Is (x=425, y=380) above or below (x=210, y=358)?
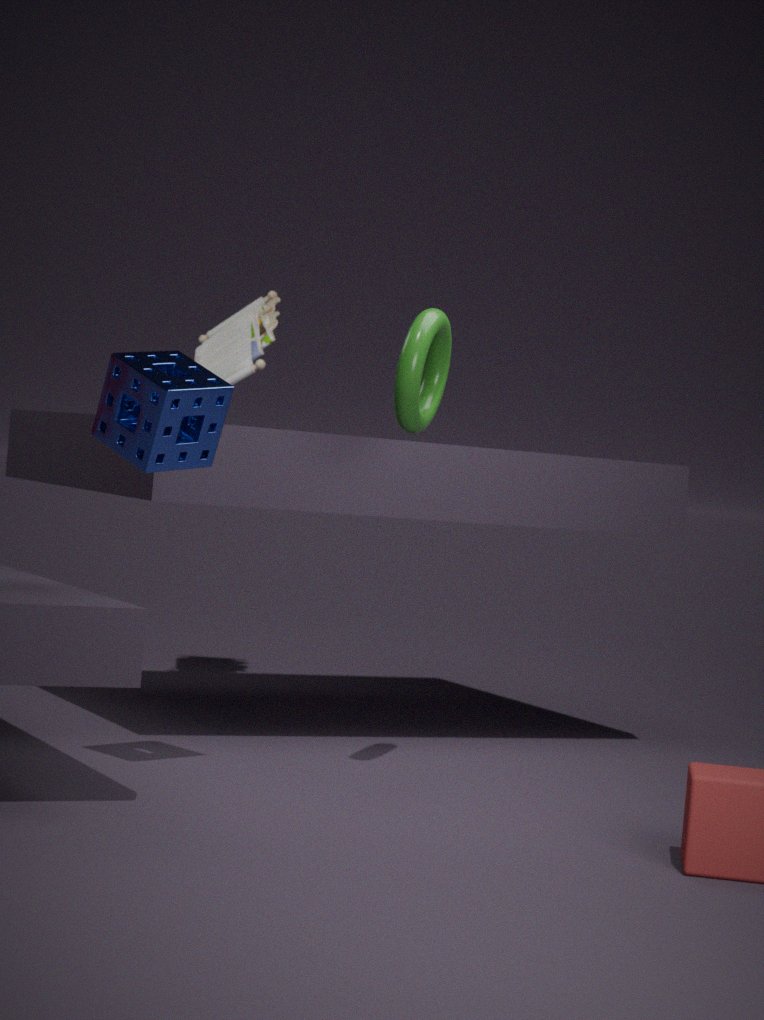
below
